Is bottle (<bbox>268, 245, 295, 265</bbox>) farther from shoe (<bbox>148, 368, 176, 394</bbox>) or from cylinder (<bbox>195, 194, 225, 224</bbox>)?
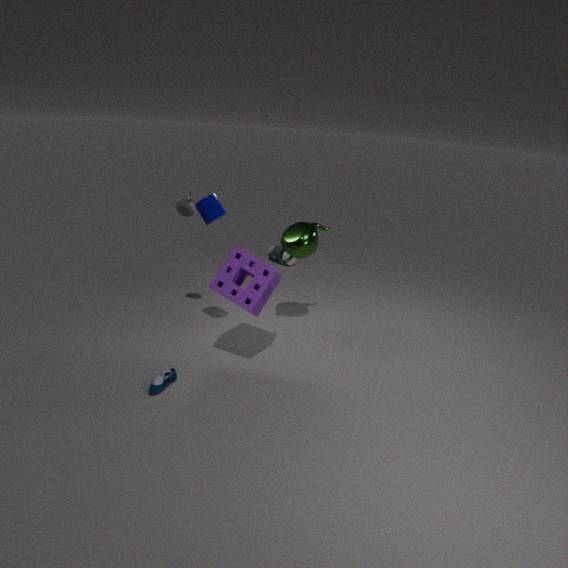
shoe (<bbox>148, 368, 176, 394</bbox>)
